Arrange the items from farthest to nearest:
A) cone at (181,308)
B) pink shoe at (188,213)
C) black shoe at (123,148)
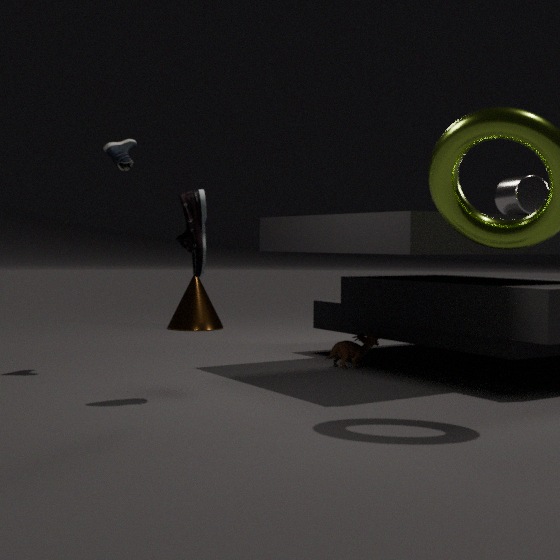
cone at (181,308) → black shoe at (123,148) → pink shoe at (188,213)
